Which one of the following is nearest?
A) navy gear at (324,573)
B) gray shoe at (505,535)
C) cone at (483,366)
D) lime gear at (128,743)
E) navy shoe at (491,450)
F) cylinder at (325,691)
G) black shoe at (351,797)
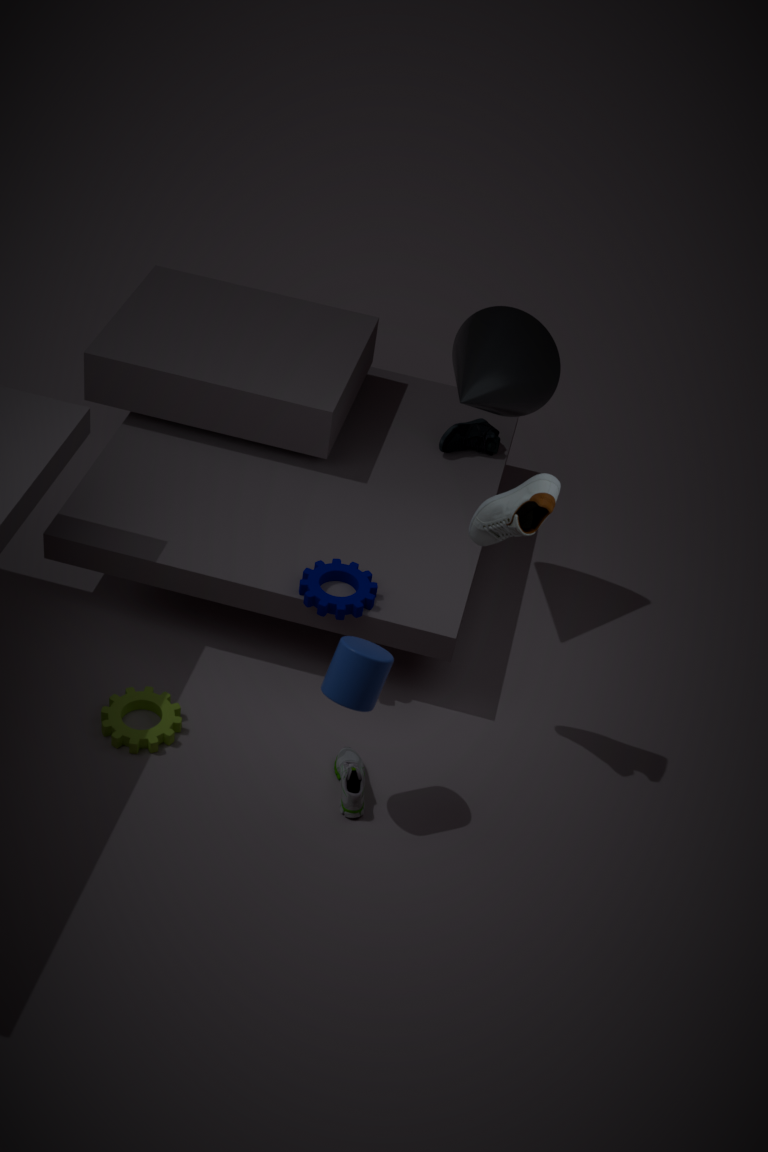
cylinder at (325,691)
